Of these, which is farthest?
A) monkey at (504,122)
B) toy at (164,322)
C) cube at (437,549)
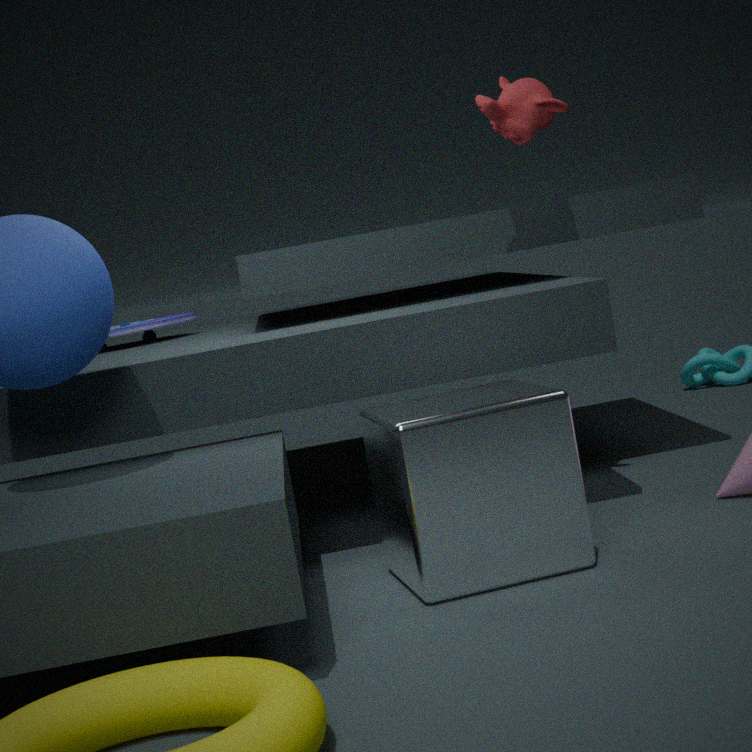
toy at (164,322)
